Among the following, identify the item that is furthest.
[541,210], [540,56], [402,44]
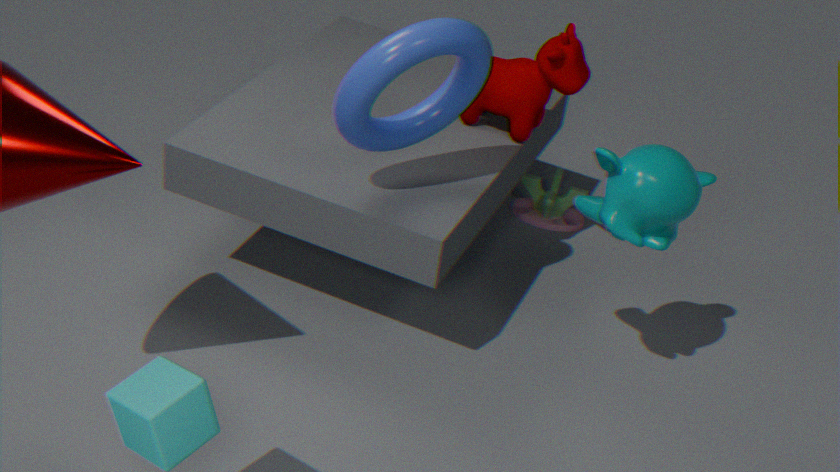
[541,210]
